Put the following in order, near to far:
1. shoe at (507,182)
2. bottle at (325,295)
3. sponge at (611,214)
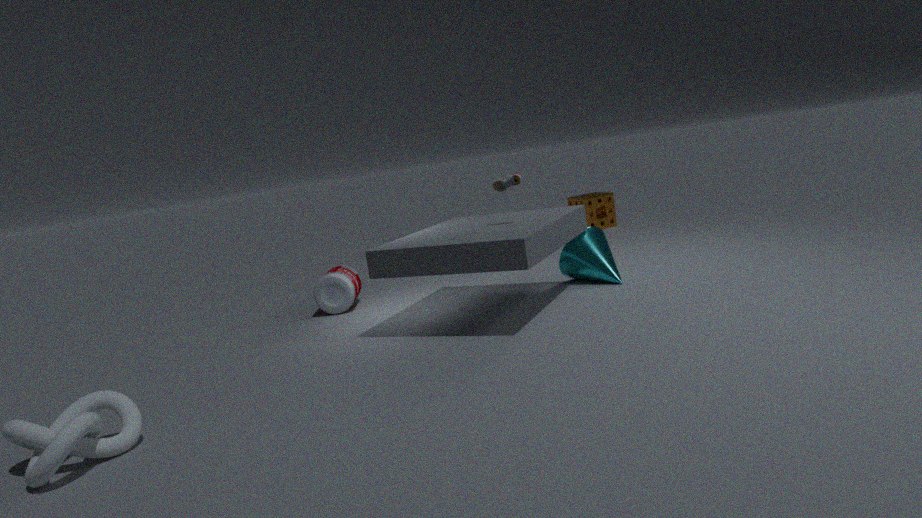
shoe at (507,182)
bottle at (325,295)
sponge at (611,214)
